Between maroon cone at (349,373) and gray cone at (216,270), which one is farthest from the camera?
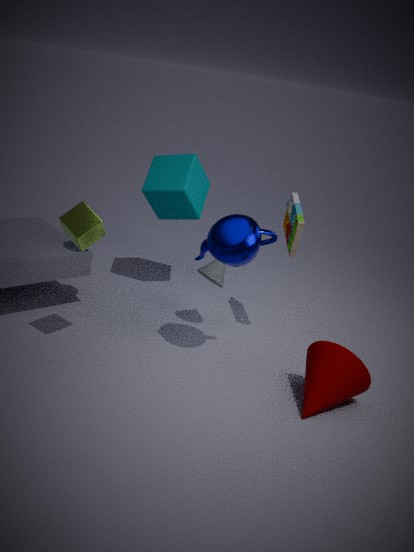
gray cone at (216,270)
